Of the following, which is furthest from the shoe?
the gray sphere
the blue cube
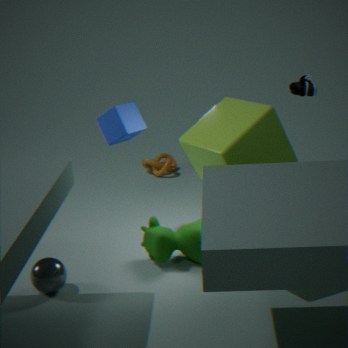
the gray sphere
